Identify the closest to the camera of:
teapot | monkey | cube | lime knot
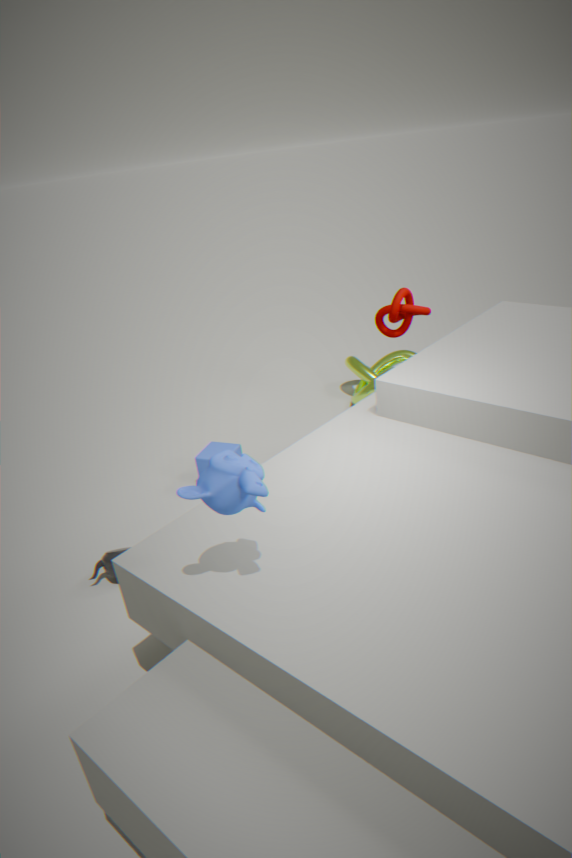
monkey
